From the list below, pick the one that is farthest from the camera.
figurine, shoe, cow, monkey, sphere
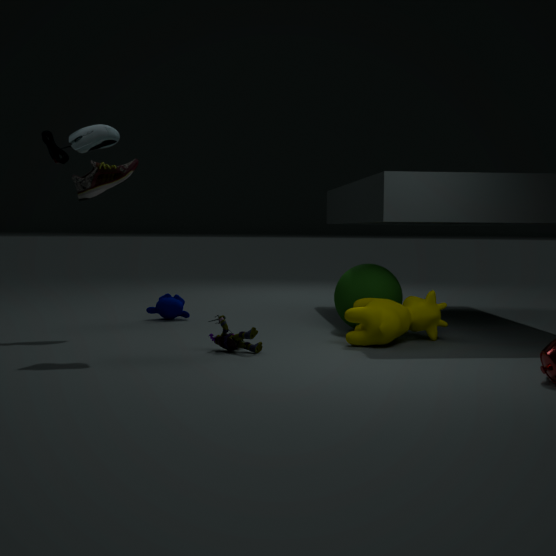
monkey
